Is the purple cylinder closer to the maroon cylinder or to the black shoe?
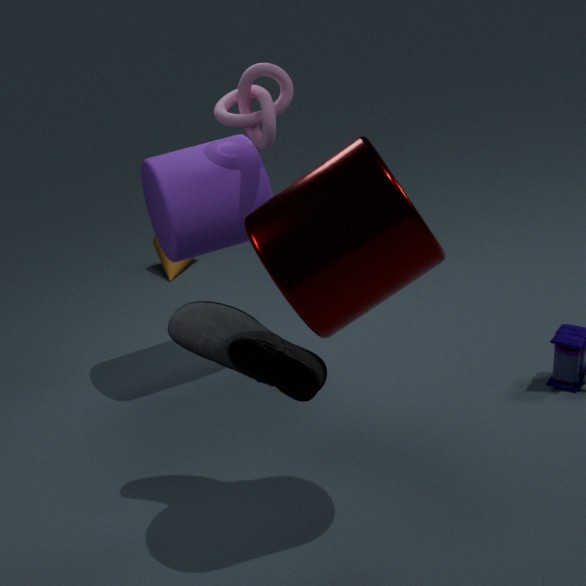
the black shoe
